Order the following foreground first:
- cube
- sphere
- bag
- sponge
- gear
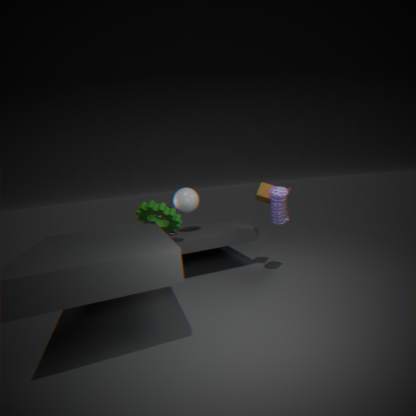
bag
gear
cube
sponge
sphere
